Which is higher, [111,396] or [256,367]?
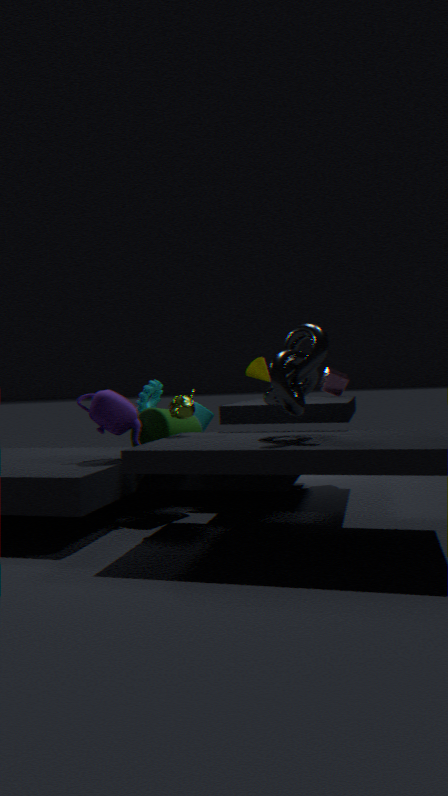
[256,367]
